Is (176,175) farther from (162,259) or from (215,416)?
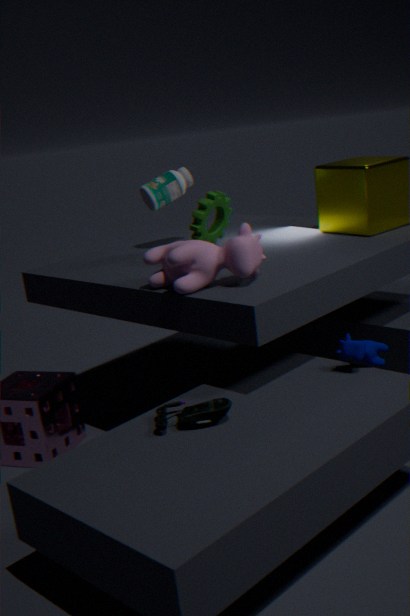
(215,416)
